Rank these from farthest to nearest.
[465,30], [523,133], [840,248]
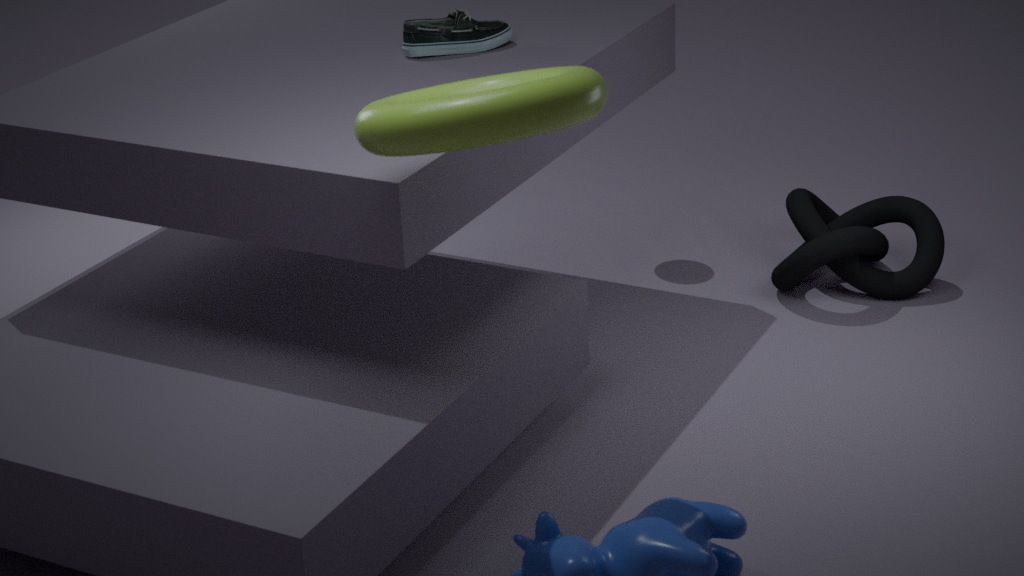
1. [840,248]
2. [465,30]
3. [523,133]
